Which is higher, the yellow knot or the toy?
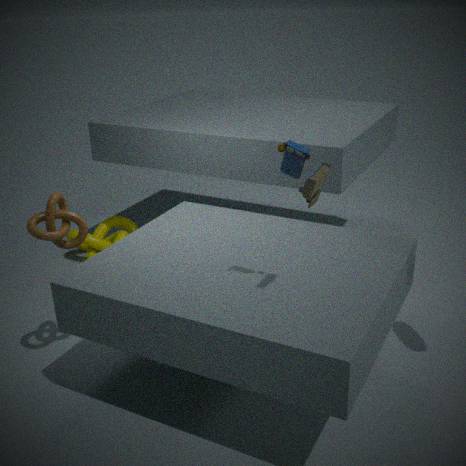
the toy
